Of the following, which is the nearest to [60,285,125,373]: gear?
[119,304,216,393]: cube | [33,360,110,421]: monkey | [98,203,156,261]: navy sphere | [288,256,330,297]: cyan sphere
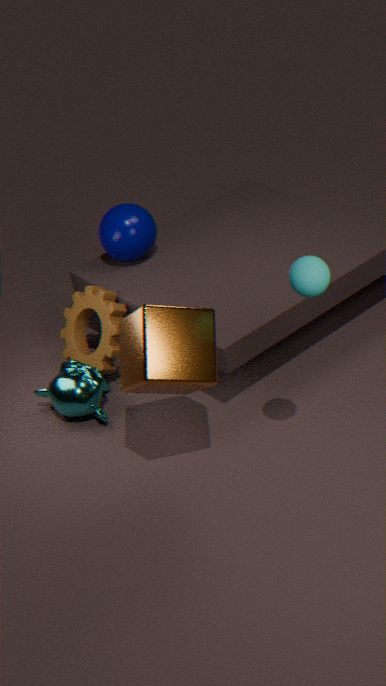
[33,360,110,421]: monkey
